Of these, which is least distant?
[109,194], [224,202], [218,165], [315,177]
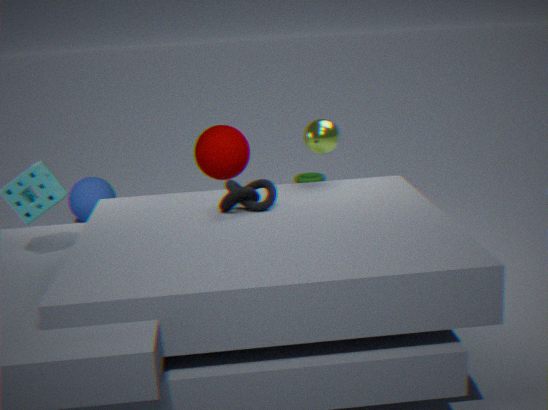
[224,202]
